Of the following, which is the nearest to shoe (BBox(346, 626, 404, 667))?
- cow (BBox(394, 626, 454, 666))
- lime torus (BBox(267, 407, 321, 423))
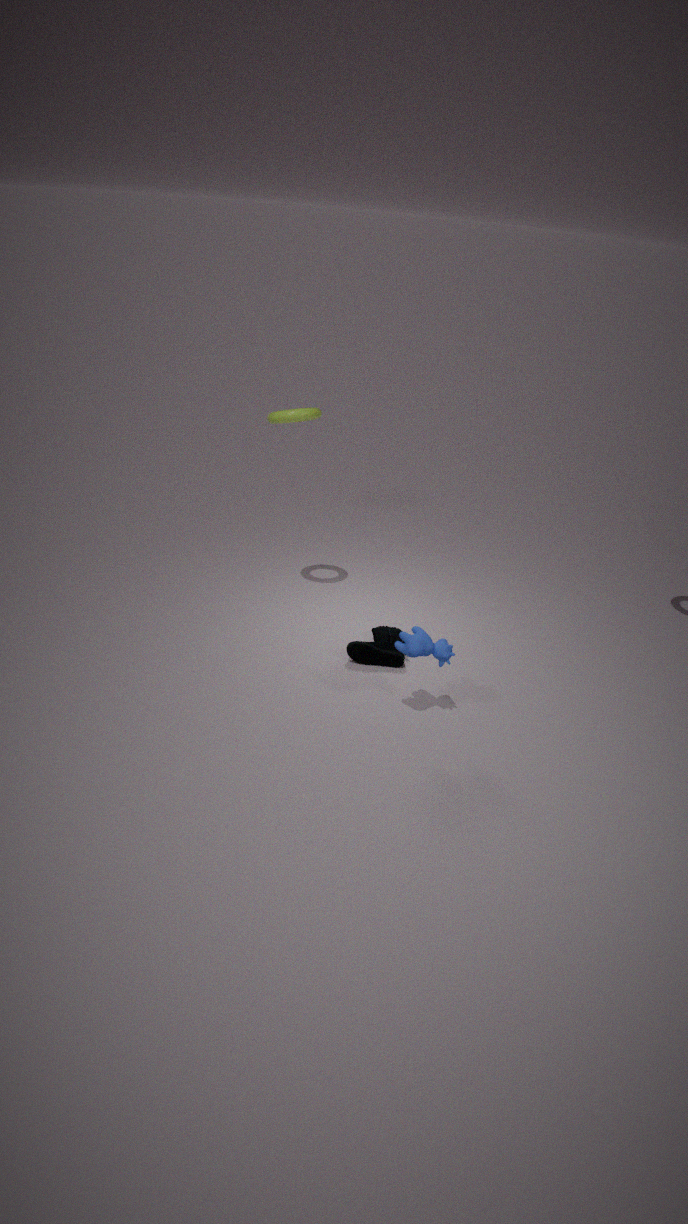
cow (BBox(394, 626, 454, 666))
